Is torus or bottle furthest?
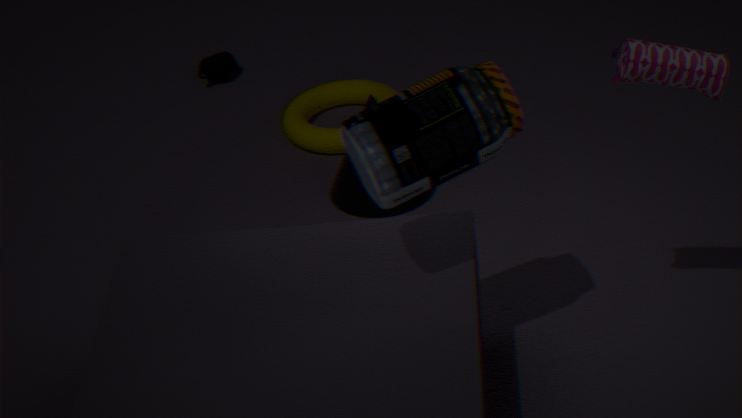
torus
